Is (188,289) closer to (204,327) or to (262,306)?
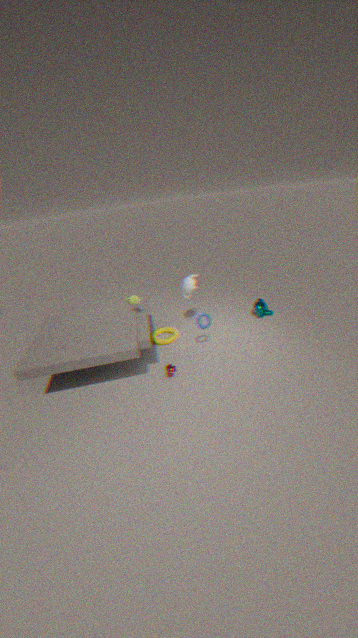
(204,327)
